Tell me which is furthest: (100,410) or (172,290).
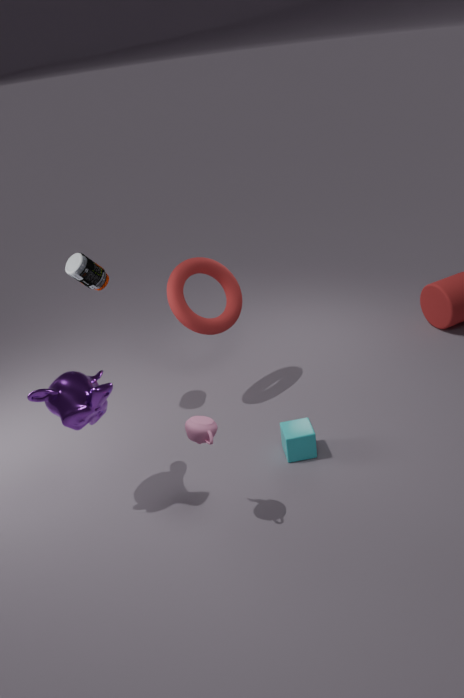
(172,290)
